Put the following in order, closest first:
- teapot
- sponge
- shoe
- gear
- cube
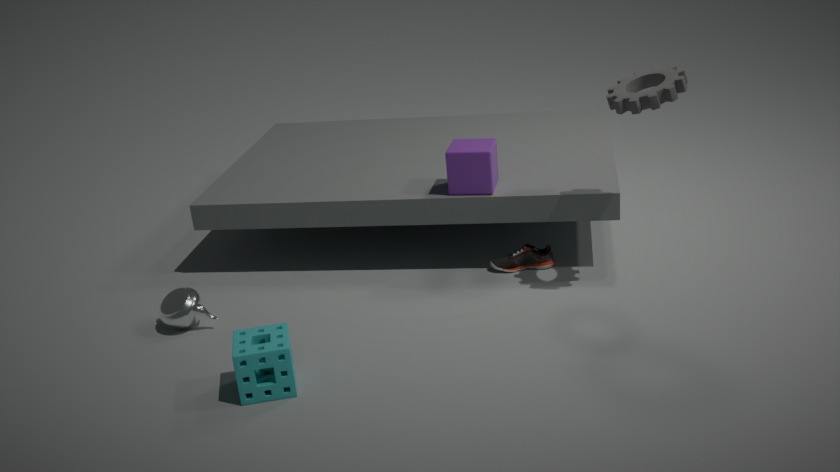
sponge
gear
teapot
cube
shoe
